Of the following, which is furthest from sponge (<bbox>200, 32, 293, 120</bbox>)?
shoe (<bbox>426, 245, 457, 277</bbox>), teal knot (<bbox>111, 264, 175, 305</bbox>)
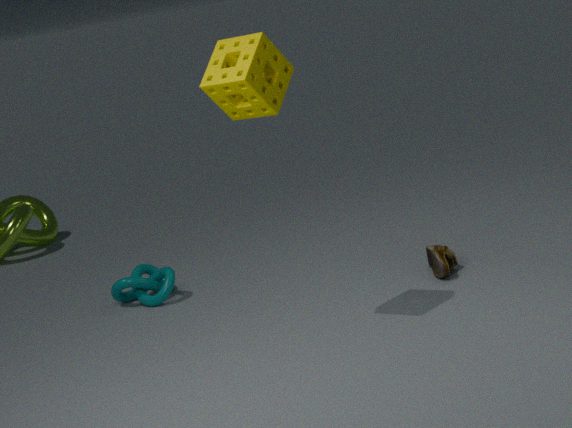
teal knot (<bbox>111, 264, 175, 305</bbox>)
